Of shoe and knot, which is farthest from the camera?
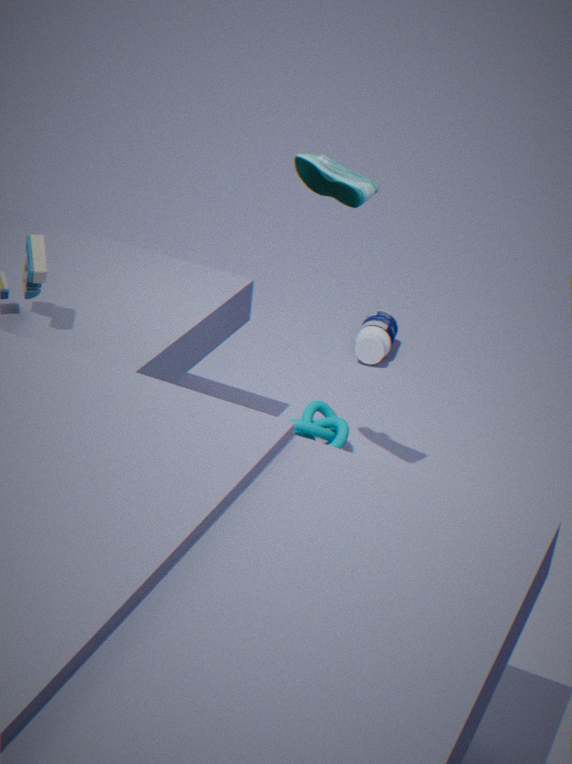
knot
